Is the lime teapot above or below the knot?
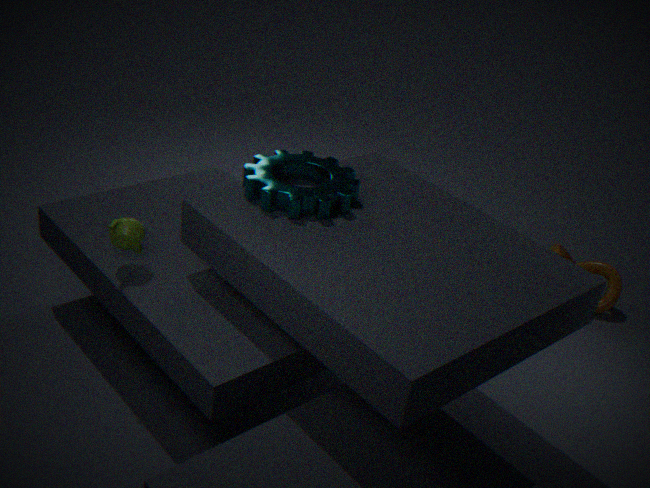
above
